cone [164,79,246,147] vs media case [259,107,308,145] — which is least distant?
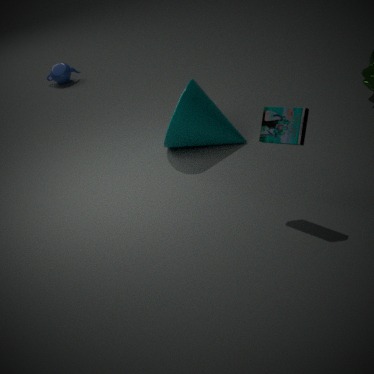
media case [259,107,308,145]
